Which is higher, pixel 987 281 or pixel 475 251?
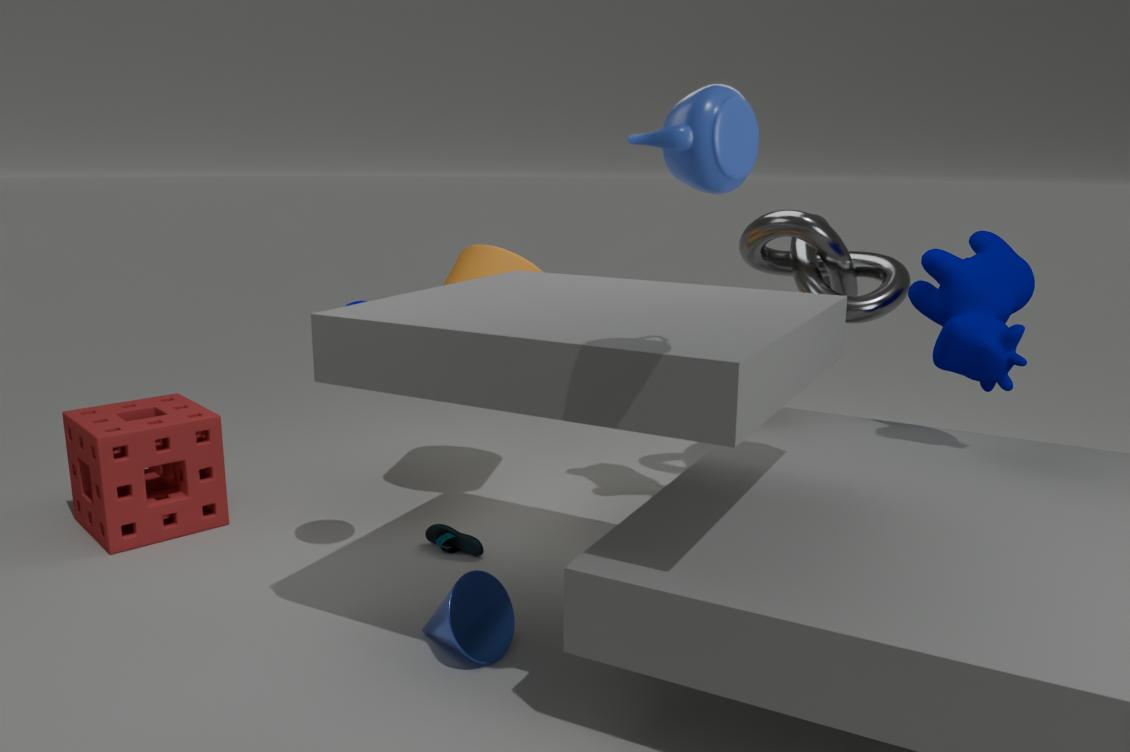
pixel 987 281
